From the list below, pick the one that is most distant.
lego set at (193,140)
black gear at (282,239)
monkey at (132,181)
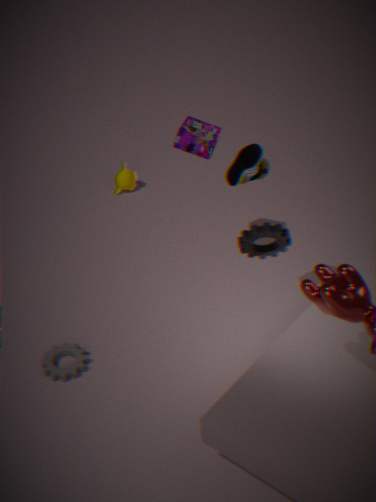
monkey at (132,181)
